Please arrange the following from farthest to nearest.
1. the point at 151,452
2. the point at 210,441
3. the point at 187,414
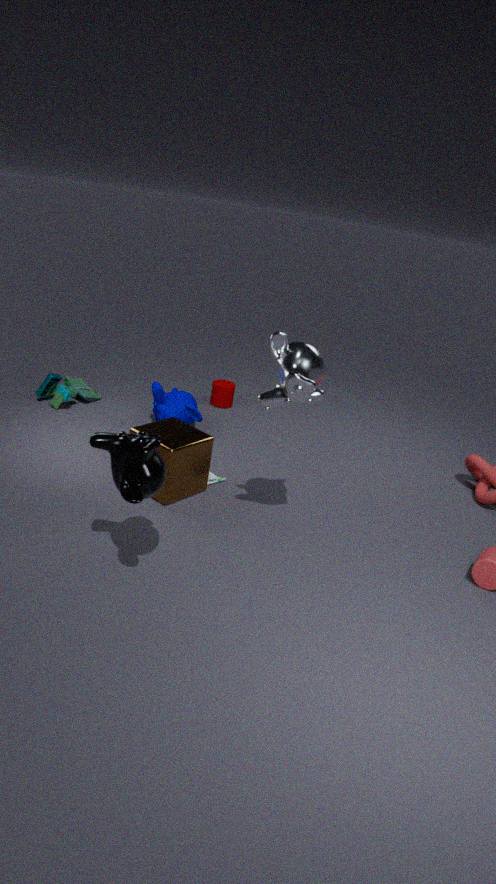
the point at 187,414 < the point at 210,441 < the point at 151,452
